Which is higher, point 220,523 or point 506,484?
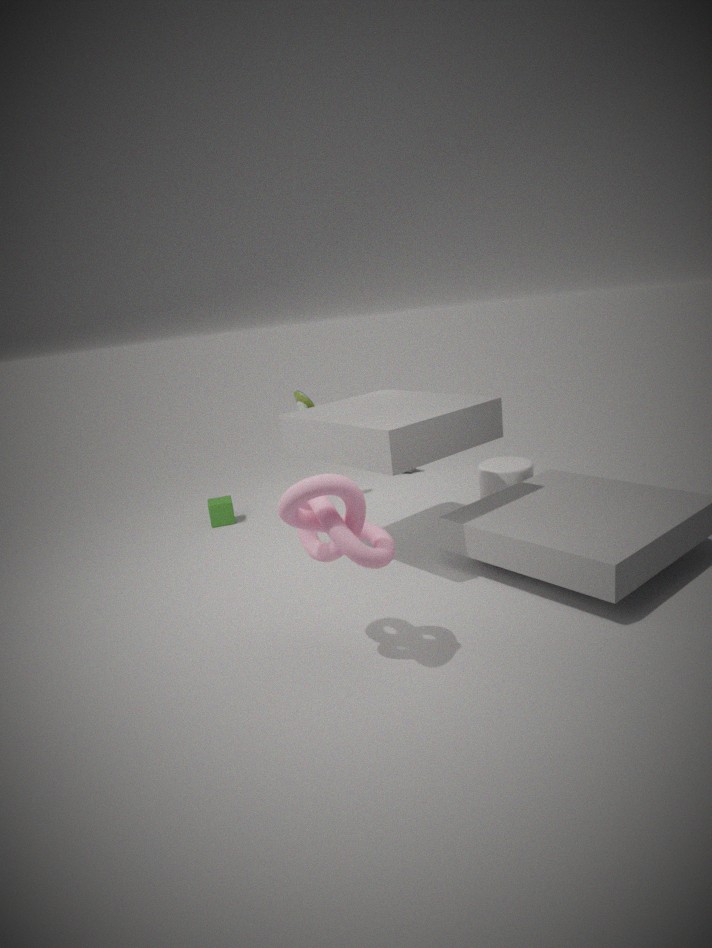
point 506,484
